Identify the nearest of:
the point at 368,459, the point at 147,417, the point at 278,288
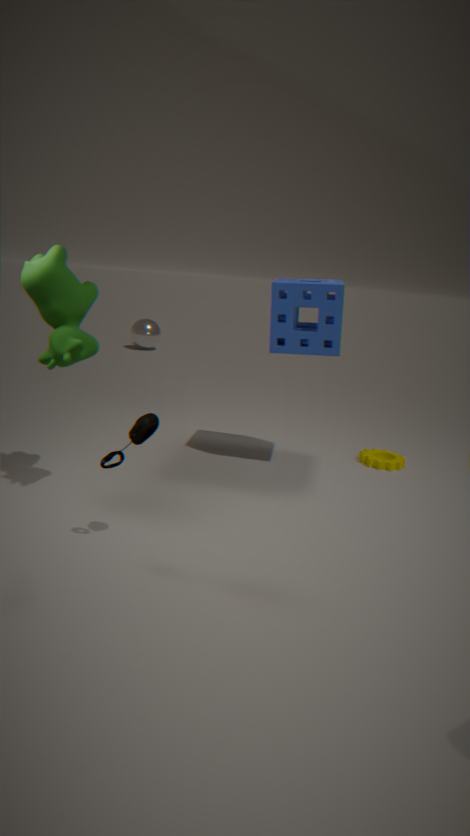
the point at 147,417
